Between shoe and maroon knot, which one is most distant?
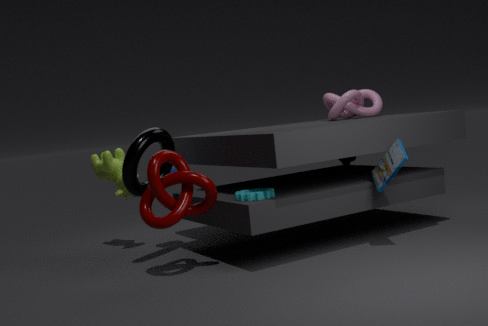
shoe
